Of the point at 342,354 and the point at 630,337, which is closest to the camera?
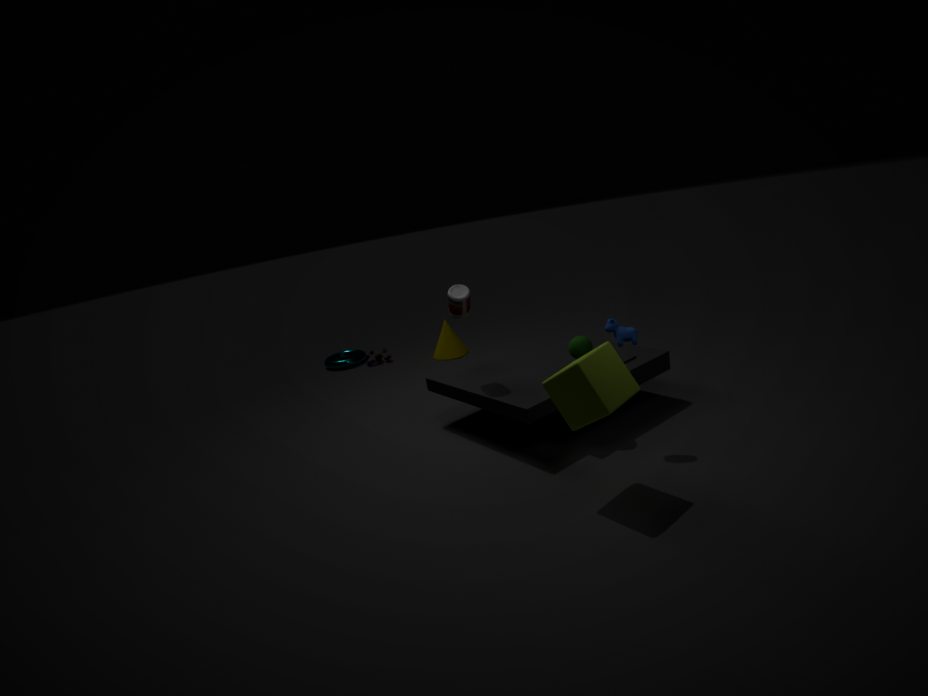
the point at 630,337
